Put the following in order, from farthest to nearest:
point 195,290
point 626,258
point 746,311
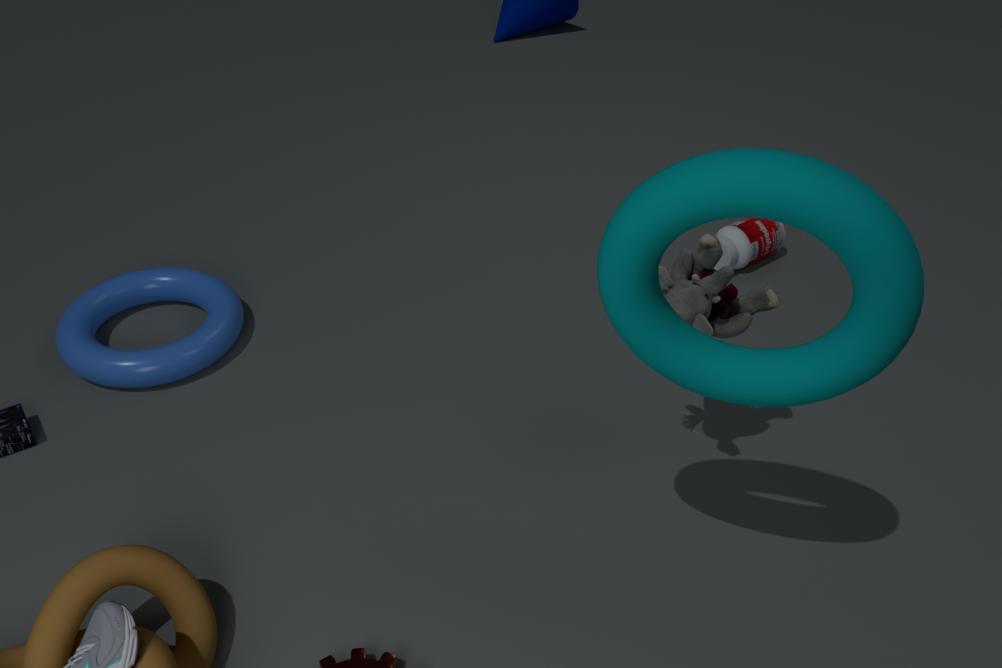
1. point 195,290
2. point 746,311
3. point 626,258
